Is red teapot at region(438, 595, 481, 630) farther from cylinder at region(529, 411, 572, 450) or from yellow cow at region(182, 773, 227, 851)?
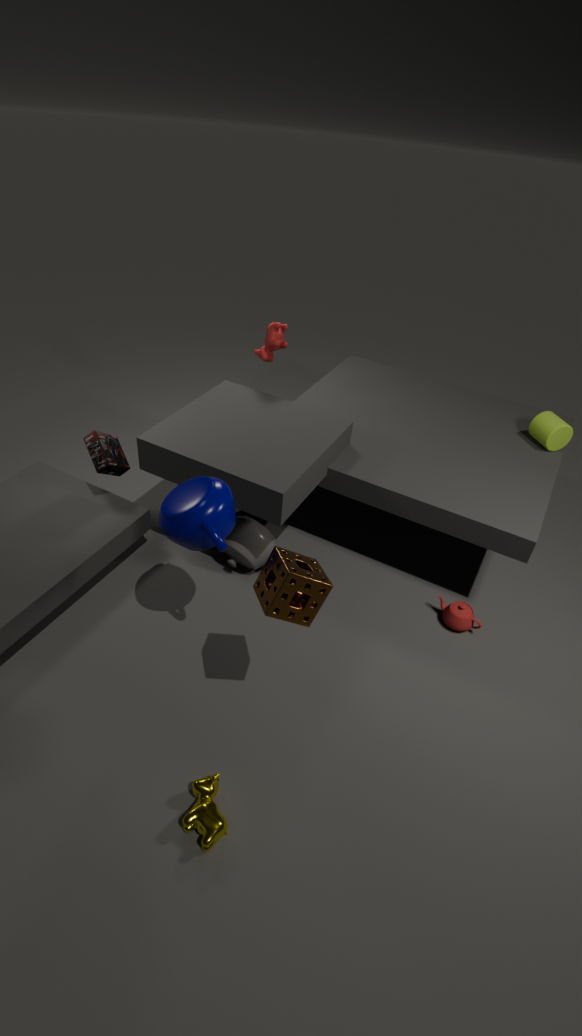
yellow cow at region(182, 773, 227, 851)
